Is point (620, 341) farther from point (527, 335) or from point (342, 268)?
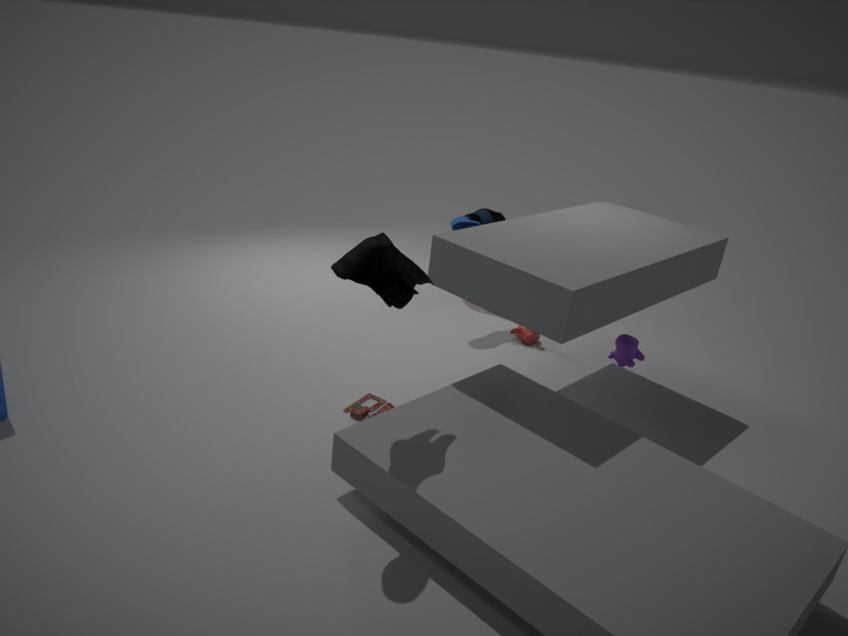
point (342, 268)
